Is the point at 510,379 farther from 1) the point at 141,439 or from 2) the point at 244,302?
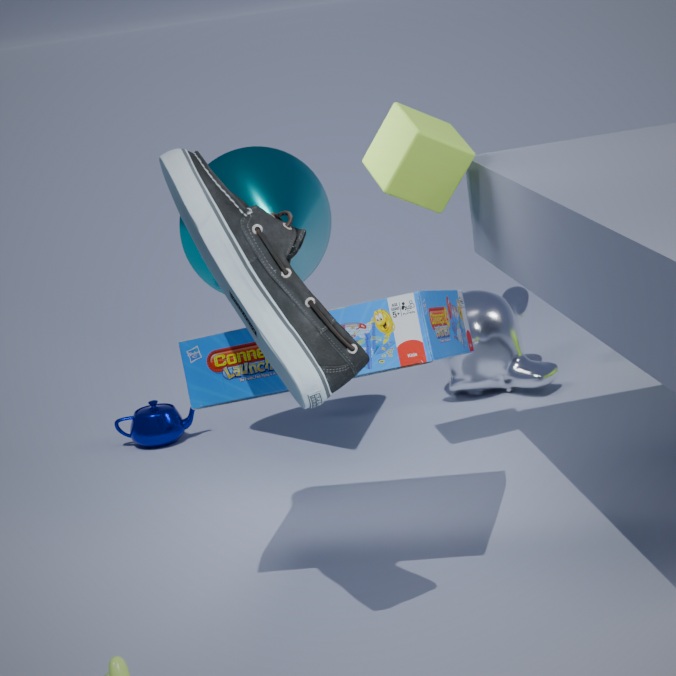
2) the point at 244,302
